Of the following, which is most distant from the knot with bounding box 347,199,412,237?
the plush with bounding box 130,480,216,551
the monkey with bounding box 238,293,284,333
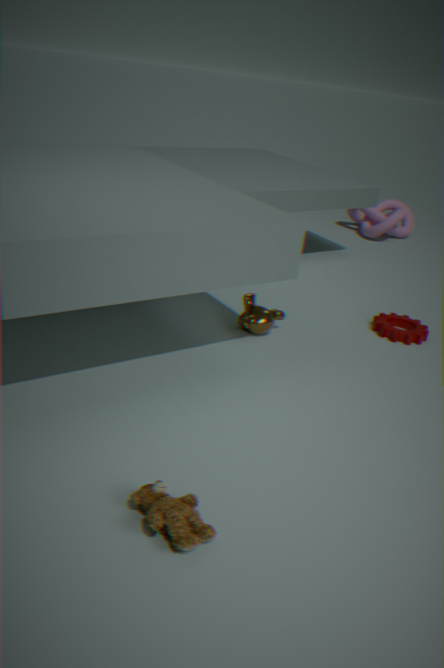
the plush with bounding box 130,480,216,551
